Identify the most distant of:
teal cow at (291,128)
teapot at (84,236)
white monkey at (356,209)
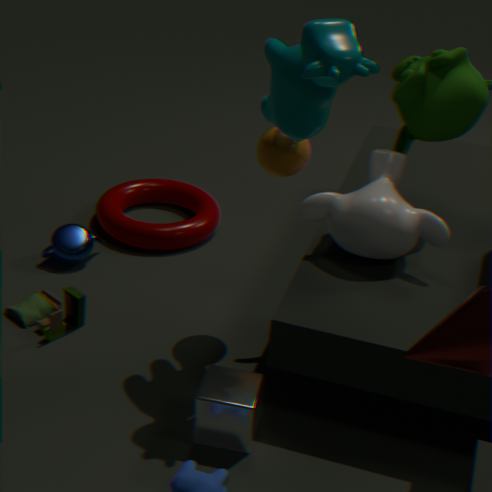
teapot at (84,236)
